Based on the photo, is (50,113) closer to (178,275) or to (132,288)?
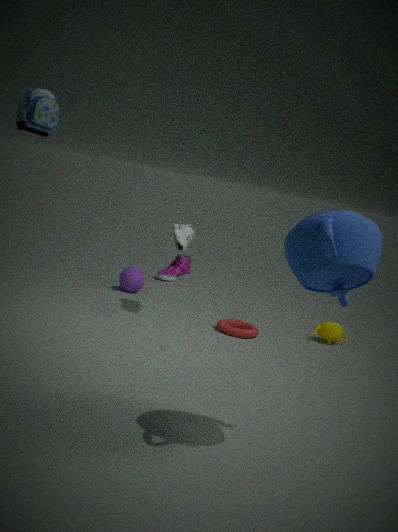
(132,288)
